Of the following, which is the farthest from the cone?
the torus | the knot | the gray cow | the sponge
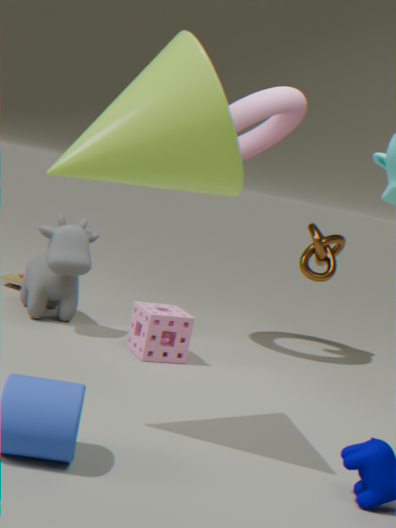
the knot
